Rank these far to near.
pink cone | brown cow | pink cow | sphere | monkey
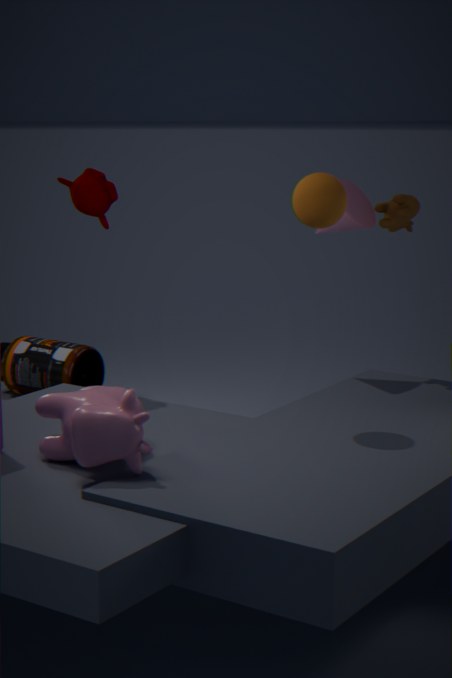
brown cow < pink cone < monkey < sphere < pink cow
